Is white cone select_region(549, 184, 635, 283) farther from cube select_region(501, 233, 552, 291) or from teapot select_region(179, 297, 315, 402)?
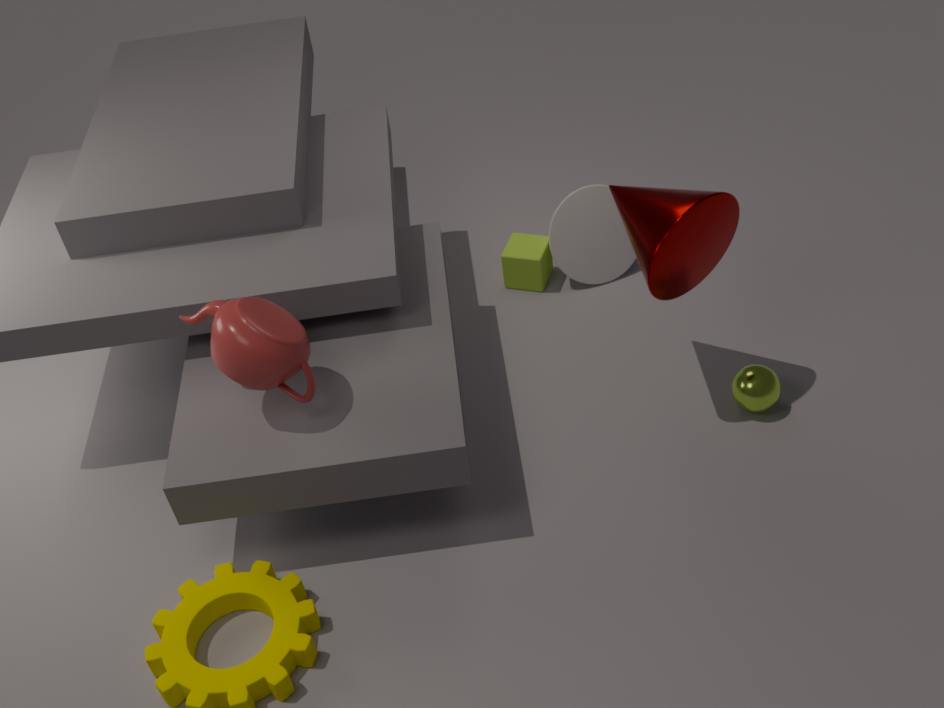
teapot select_region(179, 297, 315, 402)
